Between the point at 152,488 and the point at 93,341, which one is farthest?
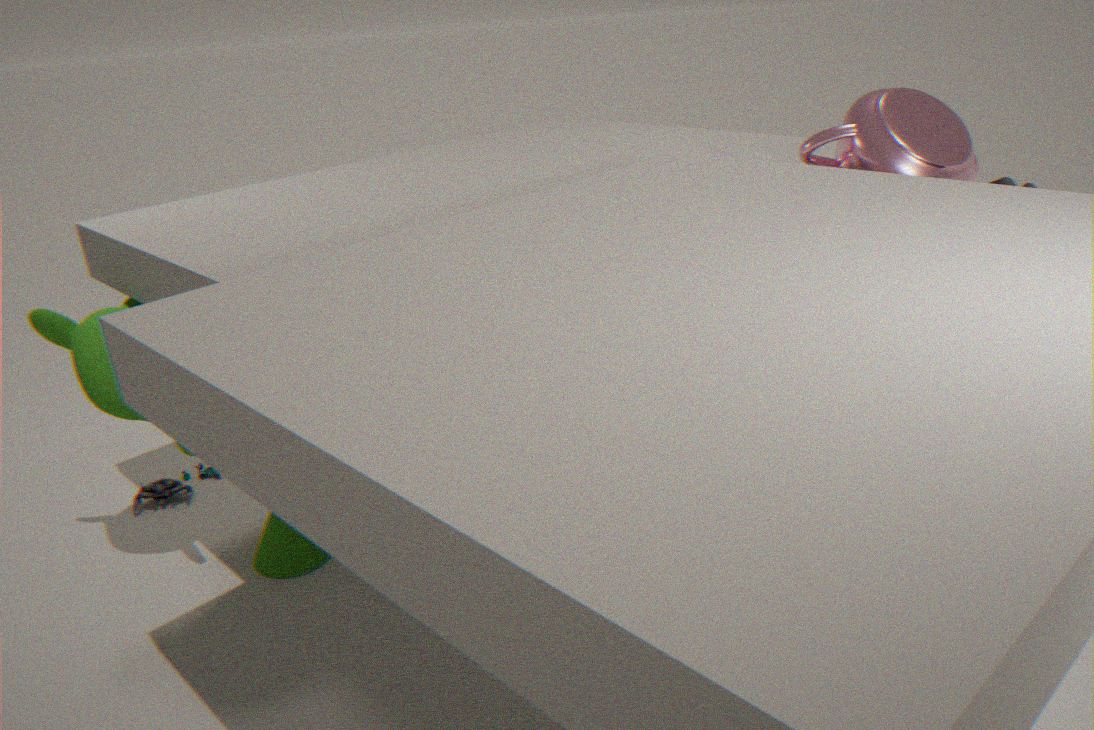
the point at 152,488
